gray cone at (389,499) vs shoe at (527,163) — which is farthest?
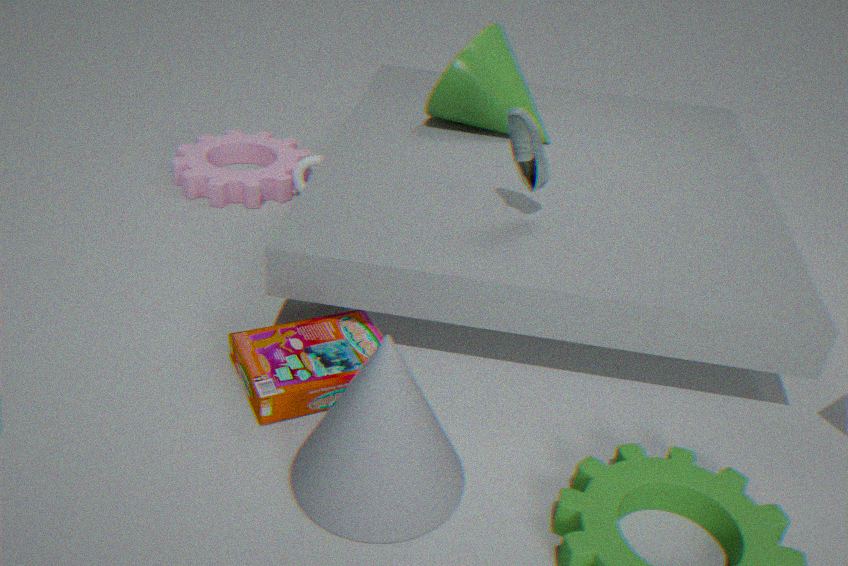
shoe at (527,163)
